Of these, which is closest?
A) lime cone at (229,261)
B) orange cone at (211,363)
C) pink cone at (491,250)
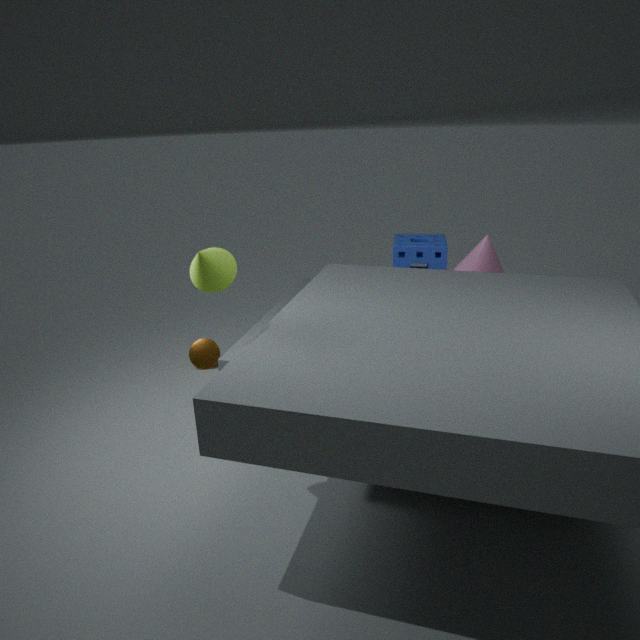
lime cone at (229,261)
